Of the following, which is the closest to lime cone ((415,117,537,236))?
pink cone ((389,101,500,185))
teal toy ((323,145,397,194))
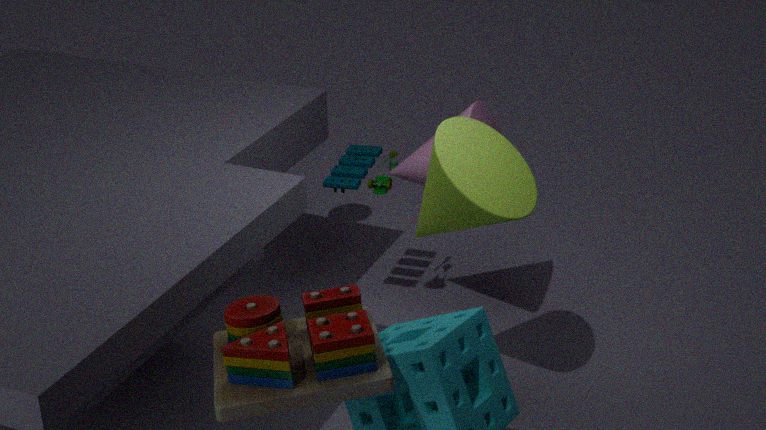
pink cone ((389,101,500,185))
